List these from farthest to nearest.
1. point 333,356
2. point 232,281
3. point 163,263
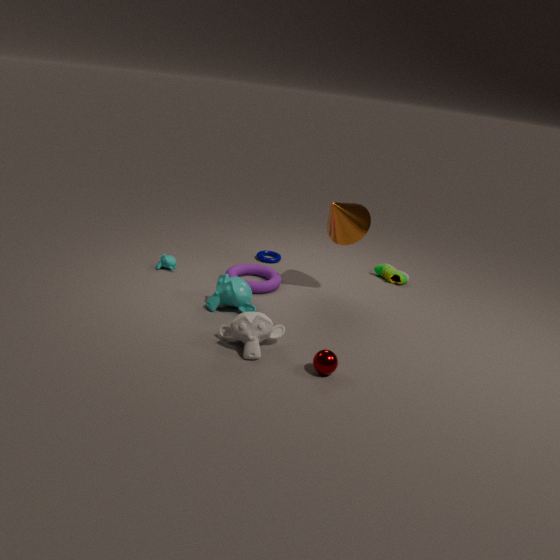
1. point 163,263
2. point 232,281
3. point 333,356
